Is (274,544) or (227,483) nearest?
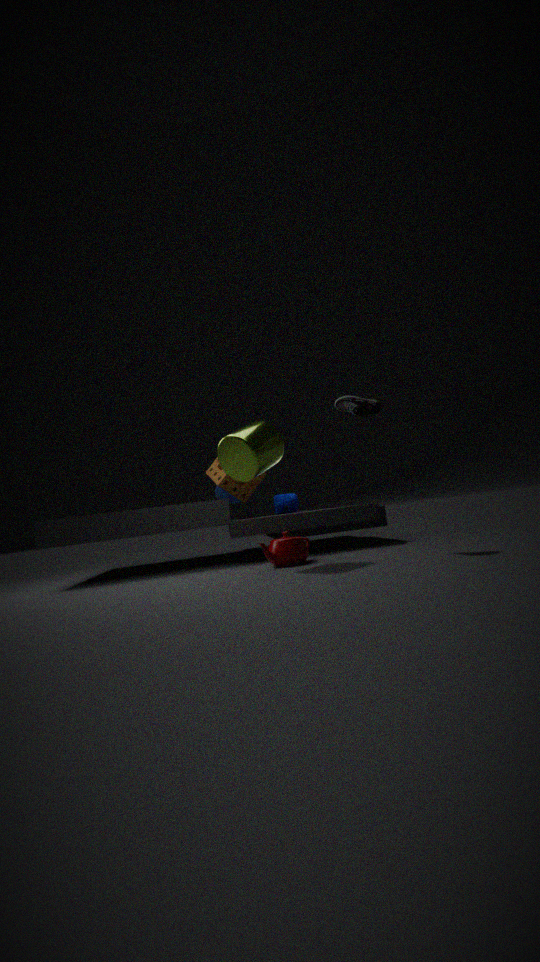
(274,544)
